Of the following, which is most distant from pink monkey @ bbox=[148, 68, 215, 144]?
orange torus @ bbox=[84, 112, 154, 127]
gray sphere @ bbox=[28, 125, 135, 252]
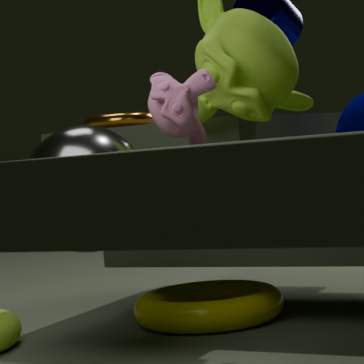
orange torus @ bbox=[84, 112, 154, 127]
